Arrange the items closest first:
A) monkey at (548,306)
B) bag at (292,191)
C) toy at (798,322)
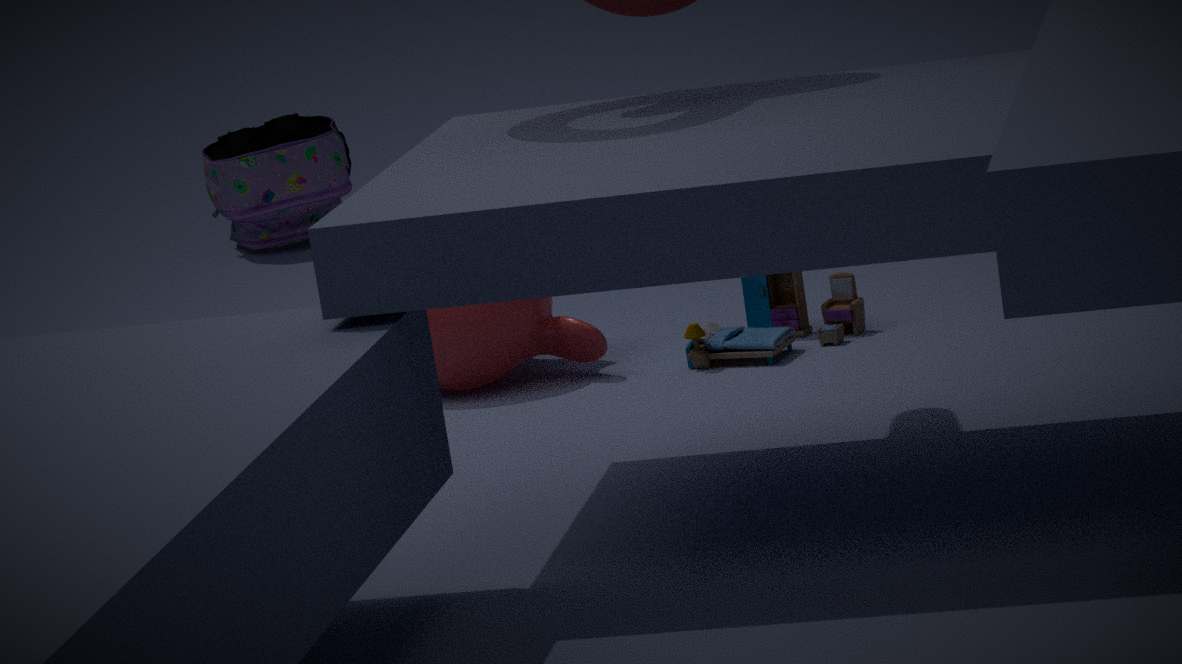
toy at (798,322) → monkey at (548,306) → bag at (292,191)
